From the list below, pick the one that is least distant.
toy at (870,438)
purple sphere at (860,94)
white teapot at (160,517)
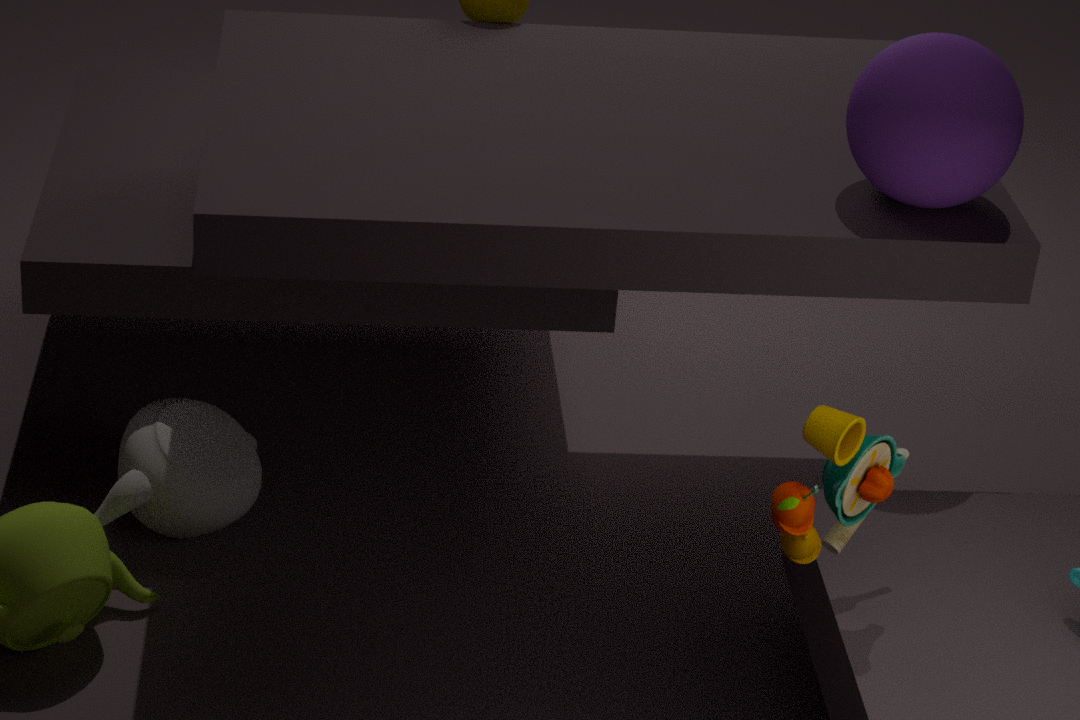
toy at (870,438)
